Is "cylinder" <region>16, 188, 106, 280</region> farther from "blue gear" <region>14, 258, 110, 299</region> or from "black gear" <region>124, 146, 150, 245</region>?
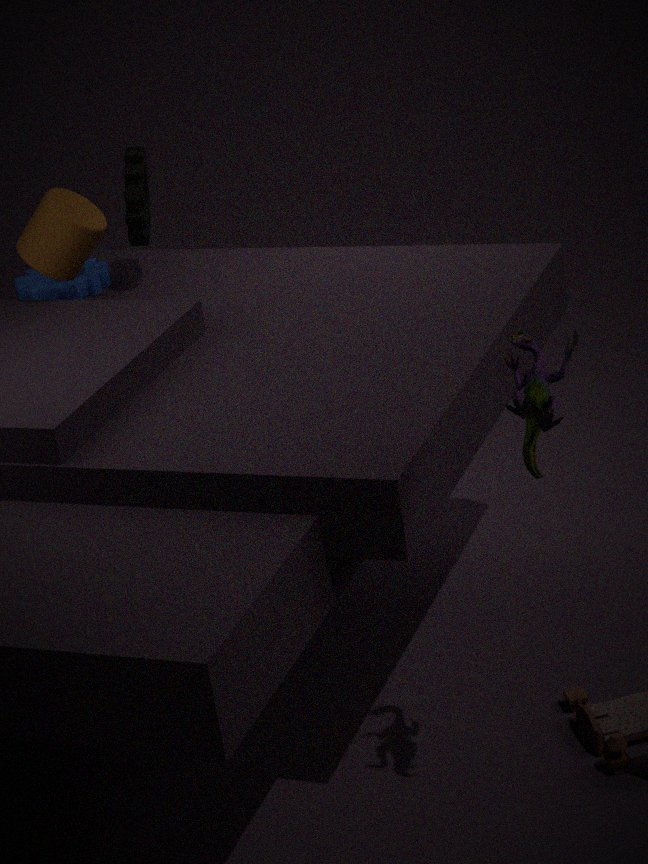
"blue gear" <region>14, 258, 110, 299</region>
